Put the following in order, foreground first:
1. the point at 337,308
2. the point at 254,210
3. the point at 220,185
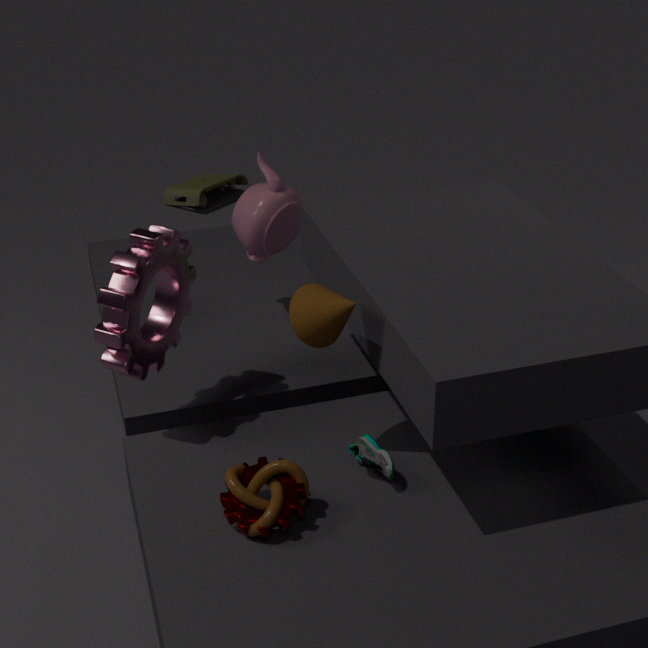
the point at 337,308, the point at 254,210, the point at 220,185
